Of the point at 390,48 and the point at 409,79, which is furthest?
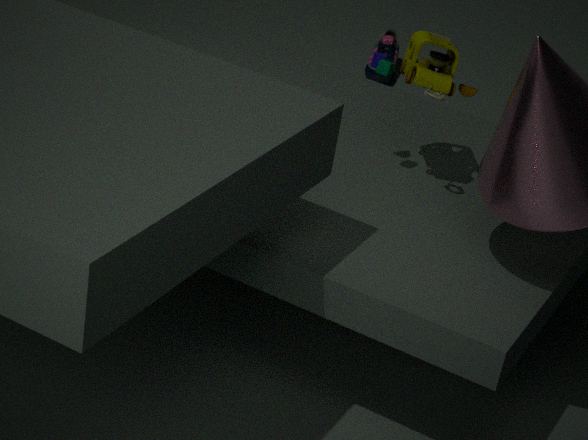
the point at 390,48
